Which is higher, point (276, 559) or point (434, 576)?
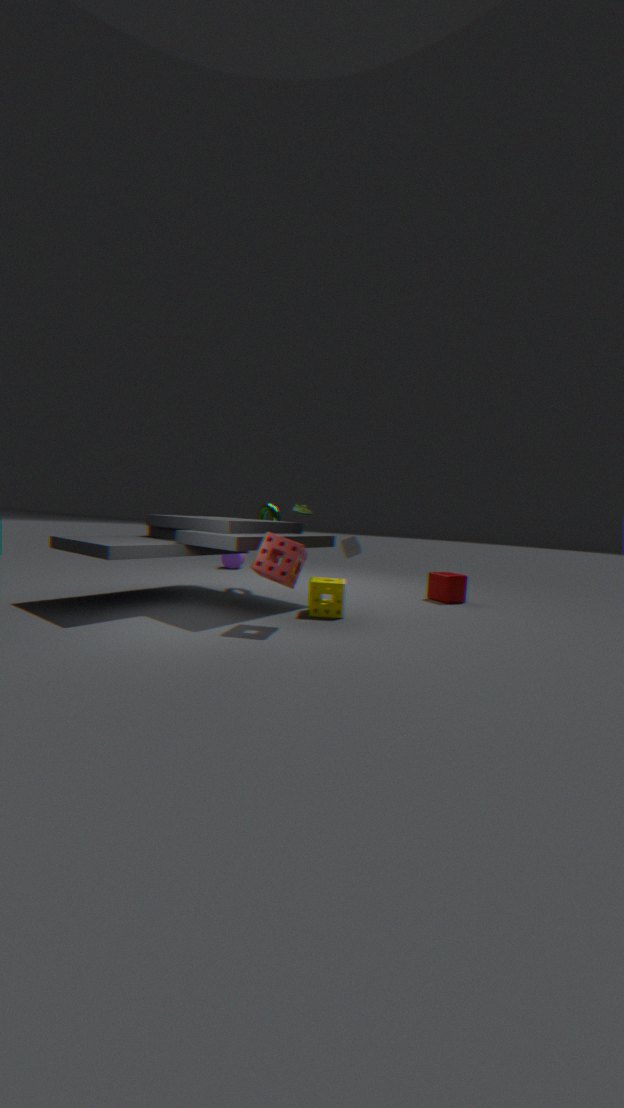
point (276, 559)
